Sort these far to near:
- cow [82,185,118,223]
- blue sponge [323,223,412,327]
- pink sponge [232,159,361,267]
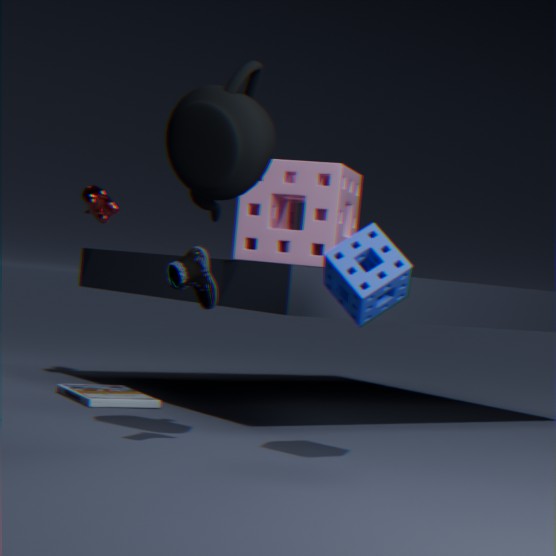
1. cow [82,185,118,223]
2. pink sponge [232,159,361,267]
3. blue sponge [323,223,412,327]
